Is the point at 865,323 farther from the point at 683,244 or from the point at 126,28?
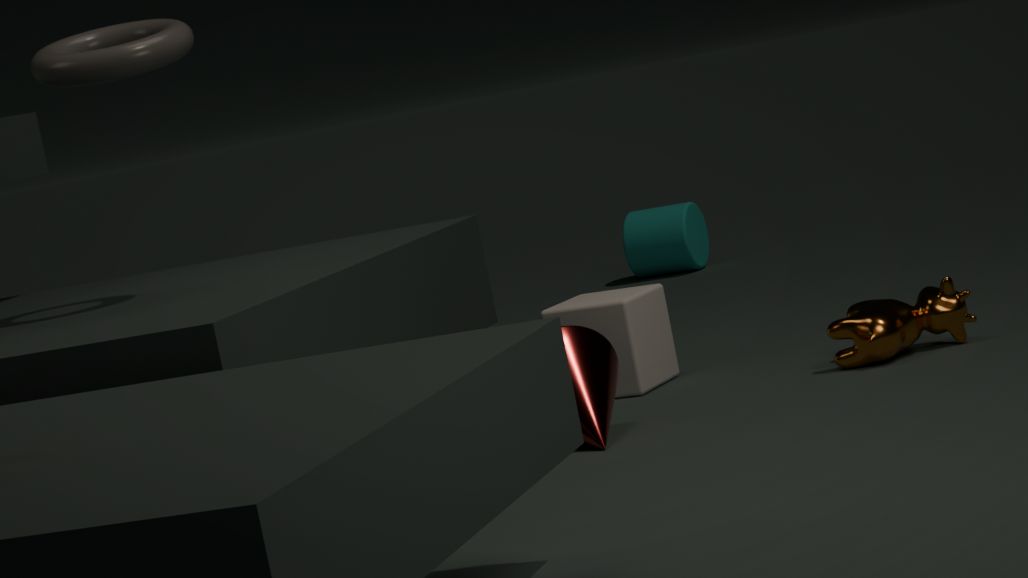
the point at 683,244
